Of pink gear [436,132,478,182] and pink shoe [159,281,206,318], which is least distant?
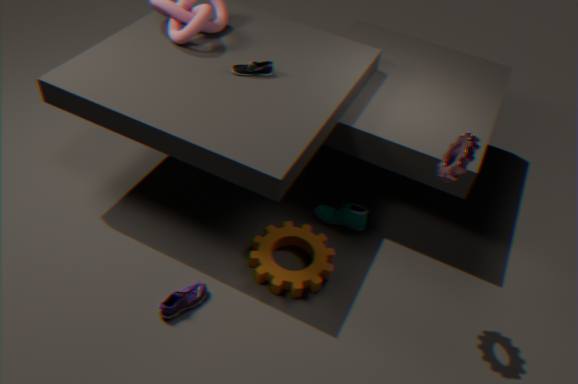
pink gear [436,132,478,182]
